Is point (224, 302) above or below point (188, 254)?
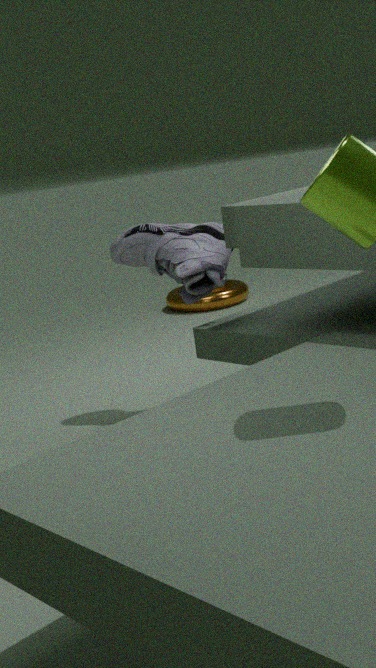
below
